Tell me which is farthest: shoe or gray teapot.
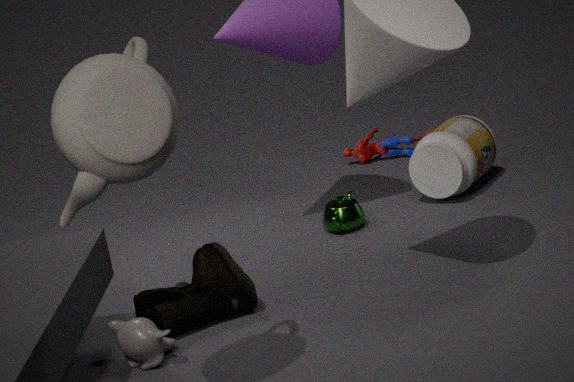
shoe
